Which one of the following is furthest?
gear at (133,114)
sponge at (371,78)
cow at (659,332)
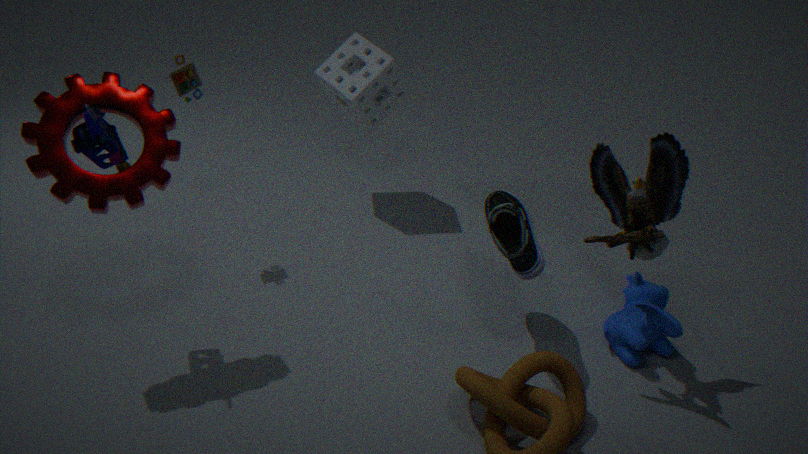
sponge at (371,78)
